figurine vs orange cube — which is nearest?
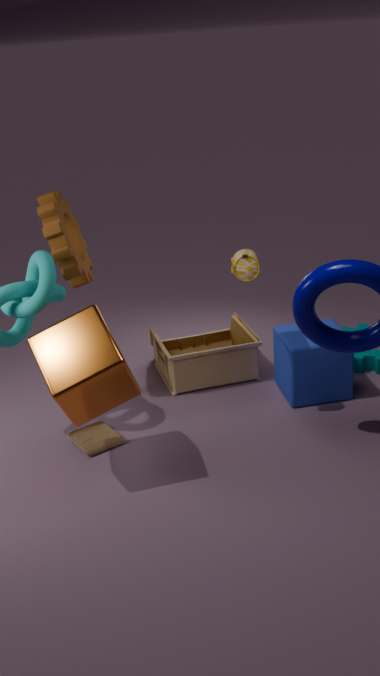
orange cube
